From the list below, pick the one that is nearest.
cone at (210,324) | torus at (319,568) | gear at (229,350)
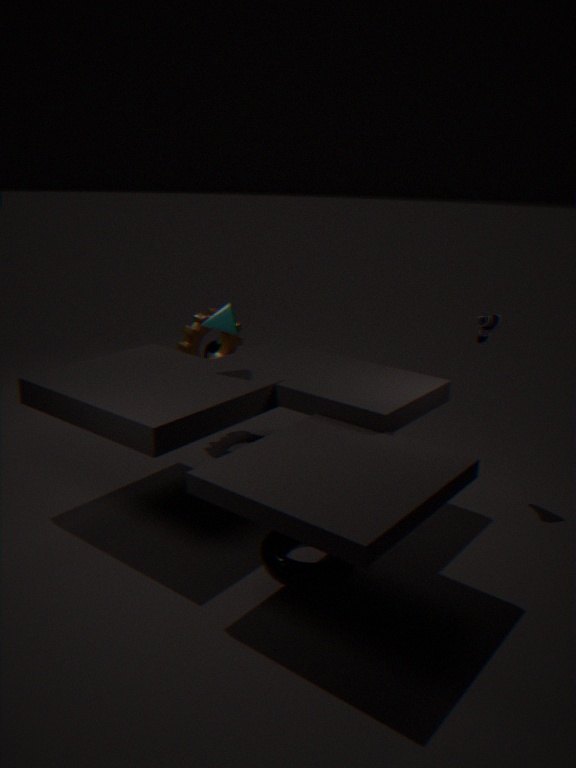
torus at (319,568)
